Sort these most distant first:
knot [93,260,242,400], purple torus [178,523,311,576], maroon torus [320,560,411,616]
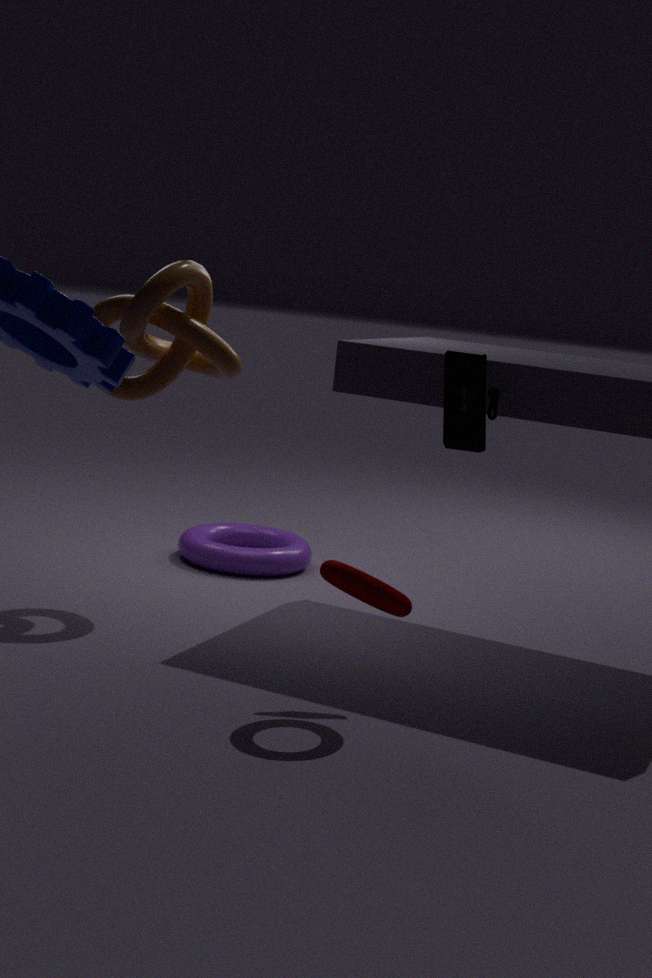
purple torus [178,523,311,576]
knot [93,260,242,400]
maroon torus [320,560,411,616]
